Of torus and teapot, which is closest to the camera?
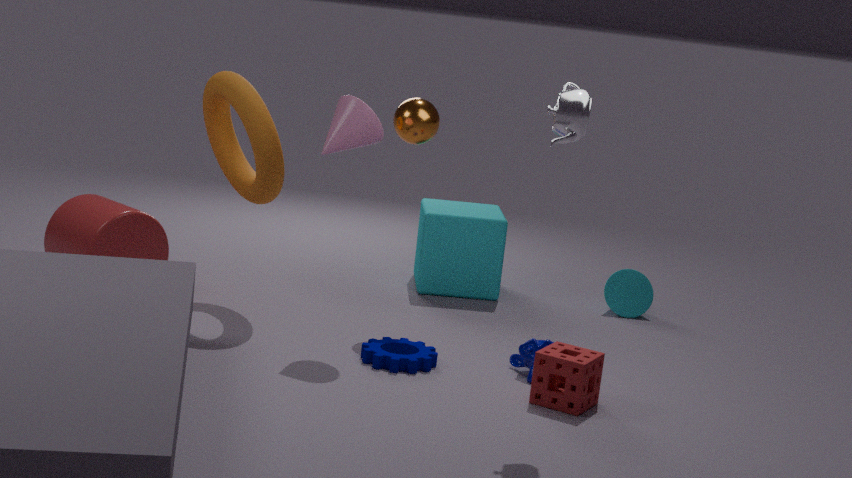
teapot
